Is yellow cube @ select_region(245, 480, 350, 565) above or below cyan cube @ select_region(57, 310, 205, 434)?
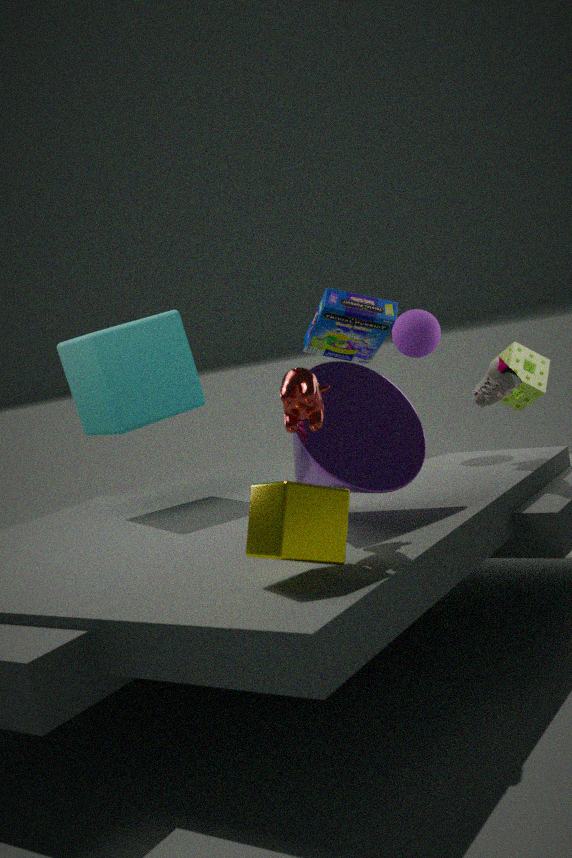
below
